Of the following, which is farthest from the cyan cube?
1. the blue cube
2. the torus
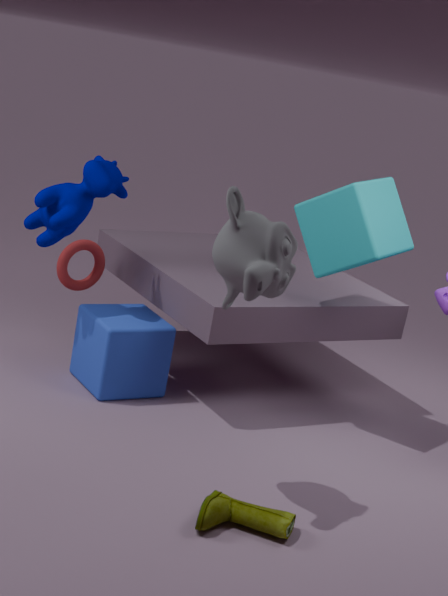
the torus
